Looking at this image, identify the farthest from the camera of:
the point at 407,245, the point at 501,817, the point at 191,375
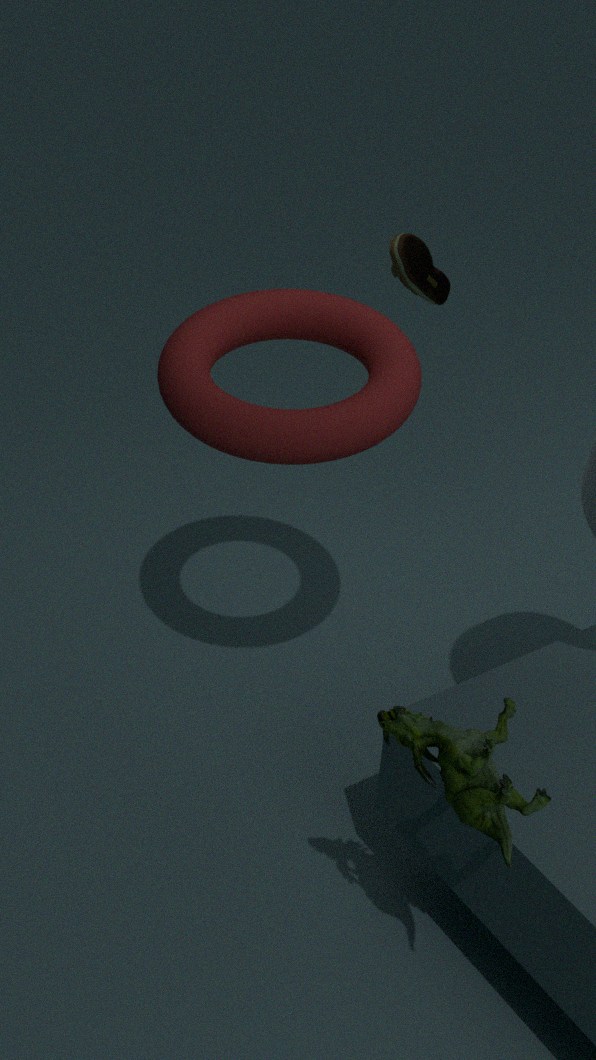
the point at 407,245
